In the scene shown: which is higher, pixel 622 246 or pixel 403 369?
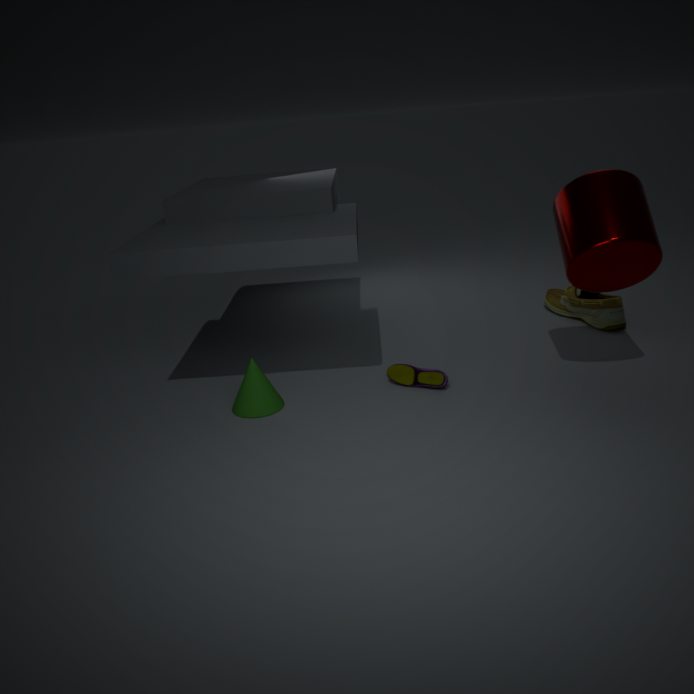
pixel 622 246
